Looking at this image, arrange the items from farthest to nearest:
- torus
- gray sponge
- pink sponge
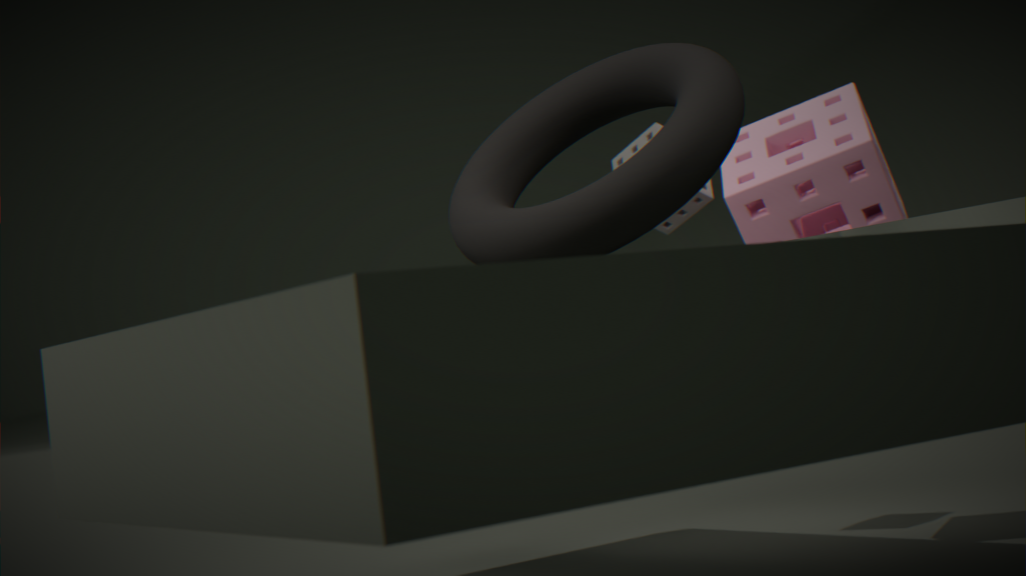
gray sponge → pink sponge → torus
